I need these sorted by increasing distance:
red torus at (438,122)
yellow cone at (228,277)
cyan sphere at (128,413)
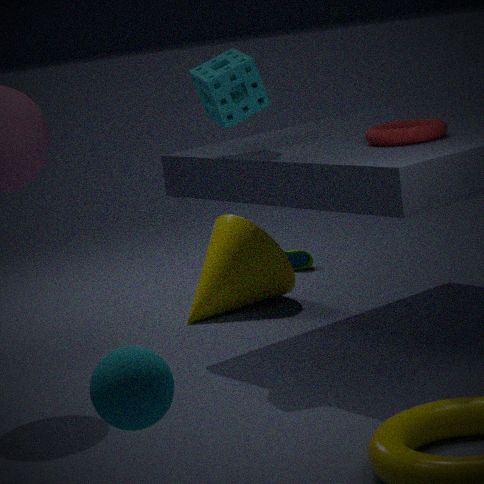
cyan sphere at (128,413)
red torus at (438,122)
yellow cone at (228,277)
